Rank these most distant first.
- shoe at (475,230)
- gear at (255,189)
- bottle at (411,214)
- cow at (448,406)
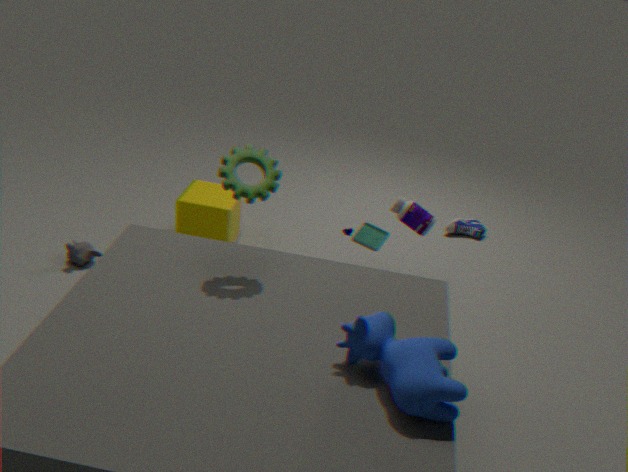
shoe at (475,230) < bottle at (411,214) < gear at (255,189) < cow at (448,406)
